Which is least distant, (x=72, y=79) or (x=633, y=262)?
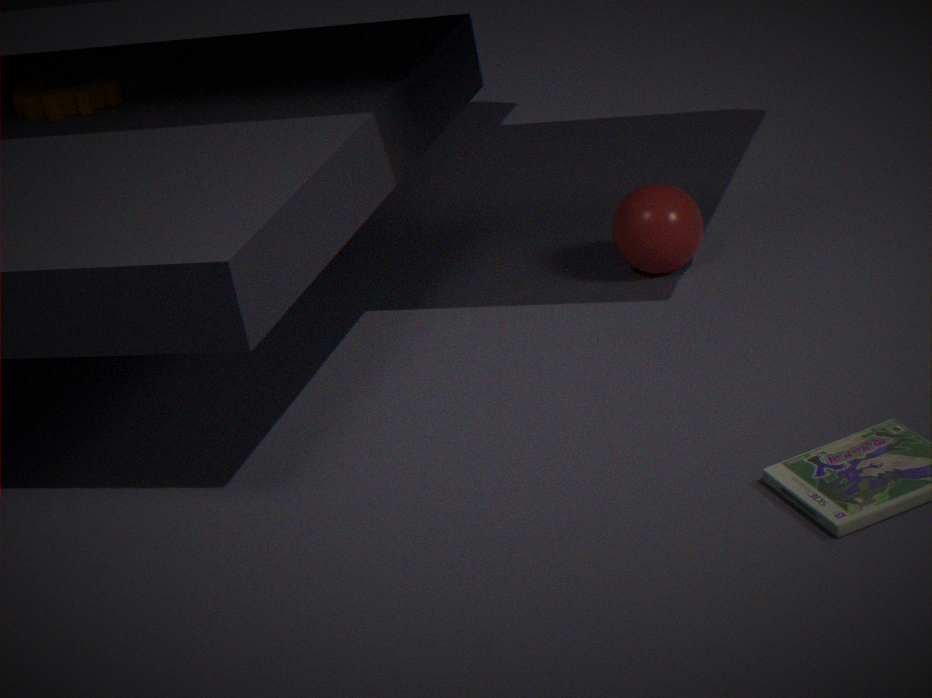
(x=633, y=262)
